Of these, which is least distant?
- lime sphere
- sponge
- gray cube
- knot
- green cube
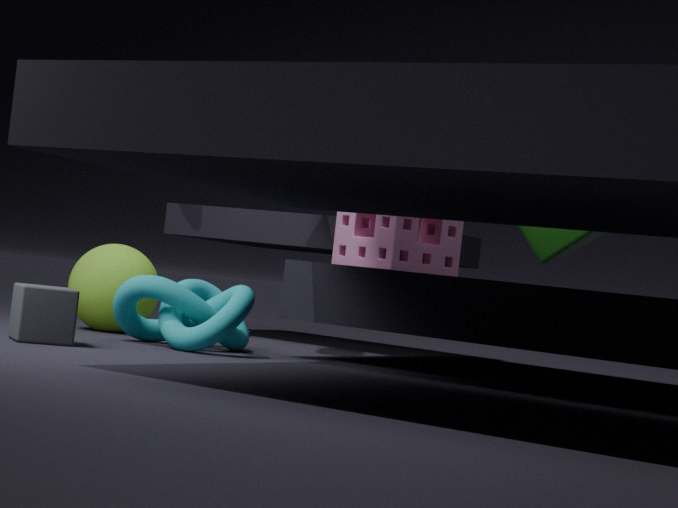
gray cube
